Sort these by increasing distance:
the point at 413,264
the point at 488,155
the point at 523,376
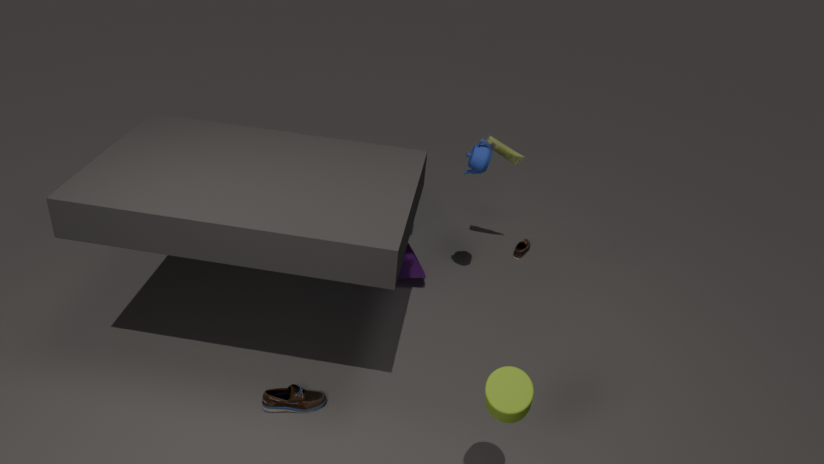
1. the point at 523,376
2. the point at 488,155
3. the point at 413,264
